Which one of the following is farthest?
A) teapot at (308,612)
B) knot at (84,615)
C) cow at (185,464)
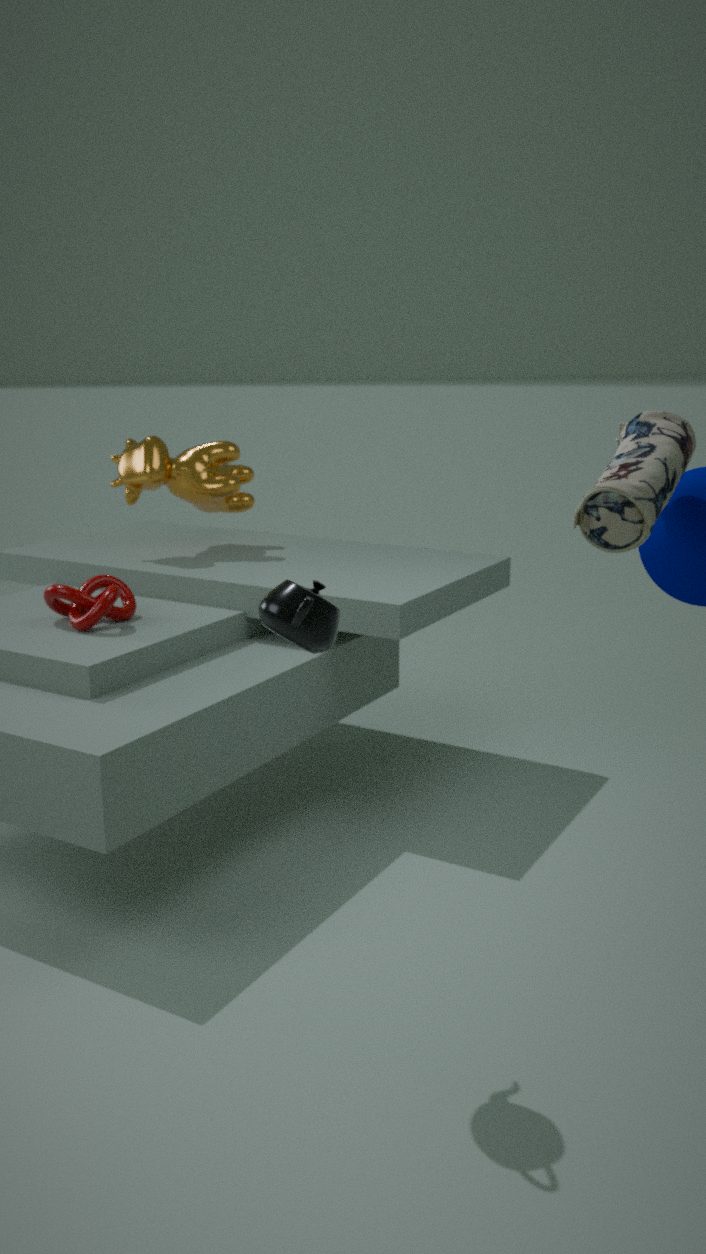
cow at (185,464)
